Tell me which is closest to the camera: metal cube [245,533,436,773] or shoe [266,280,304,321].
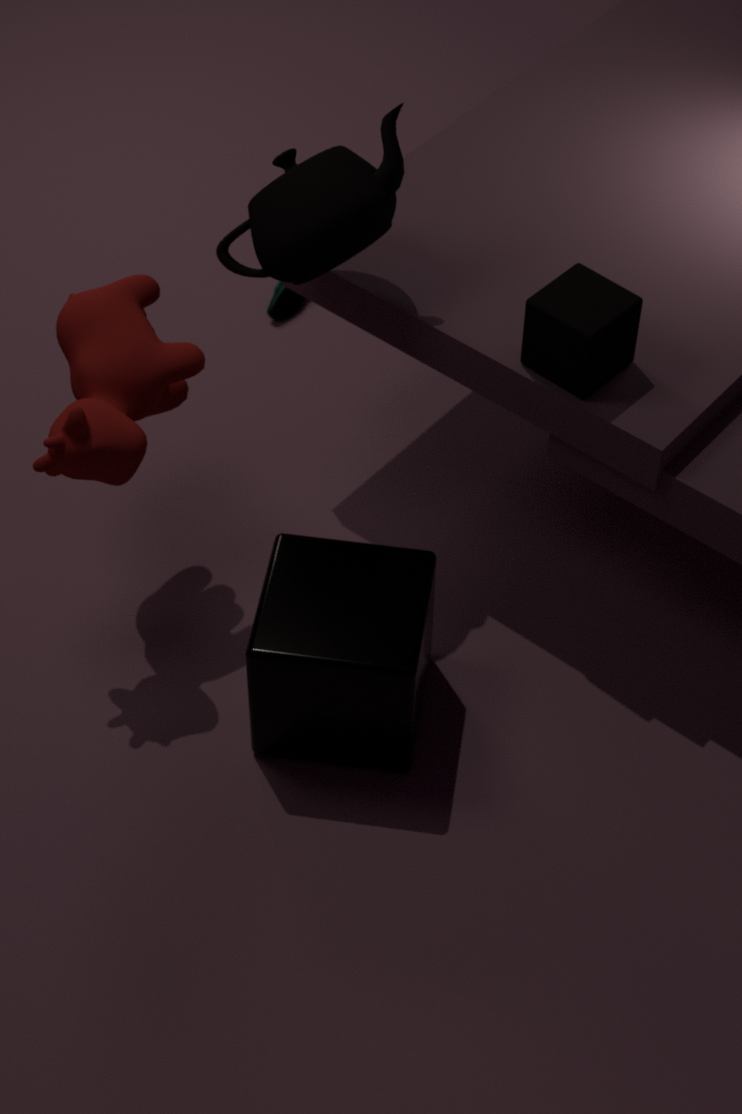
metal cube [245,533,436,773]
